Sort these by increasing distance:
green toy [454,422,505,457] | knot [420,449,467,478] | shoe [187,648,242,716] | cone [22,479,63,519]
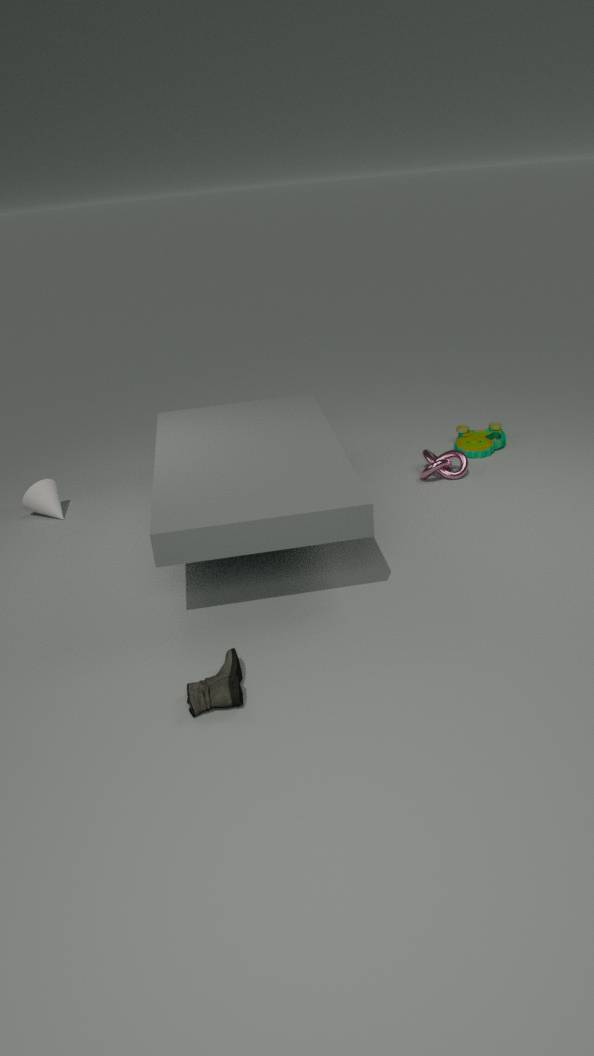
shoe [187,648,242,716] → knot [420,449,467,478] → cone [22,479,63,519] → green toy [454,422,505,457]
